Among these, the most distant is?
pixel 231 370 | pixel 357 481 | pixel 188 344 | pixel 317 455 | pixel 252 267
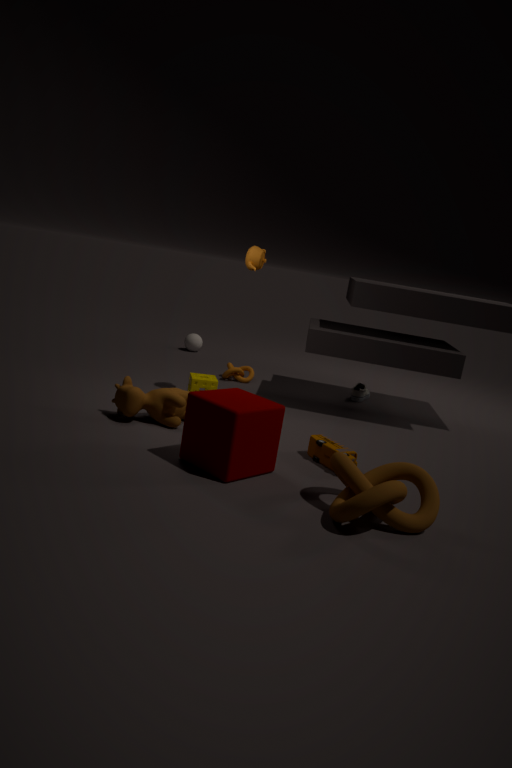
pixel 188 344
